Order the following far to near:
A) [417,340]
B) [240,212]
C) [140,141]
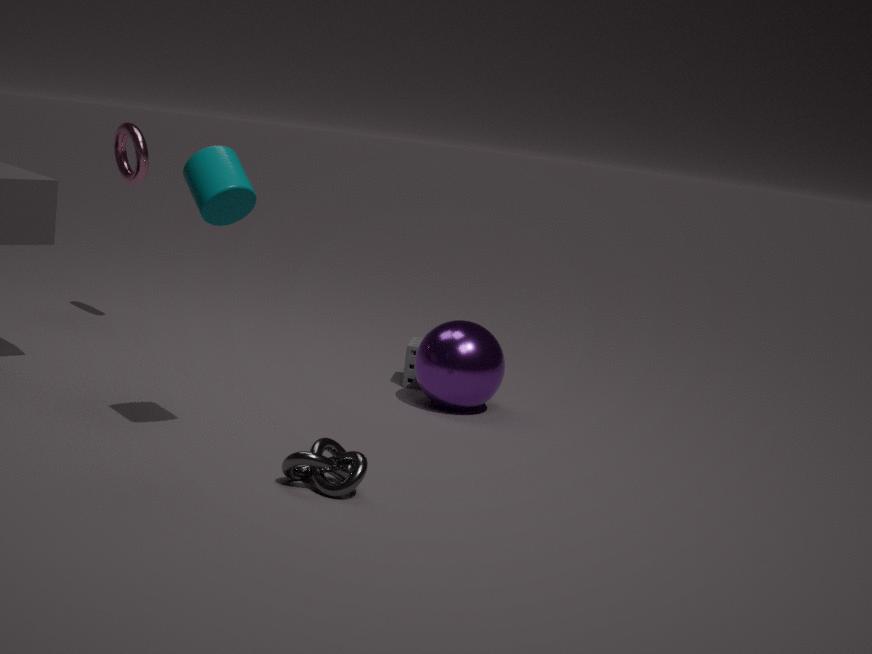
[140,141] < [417,340] < [240,212]
